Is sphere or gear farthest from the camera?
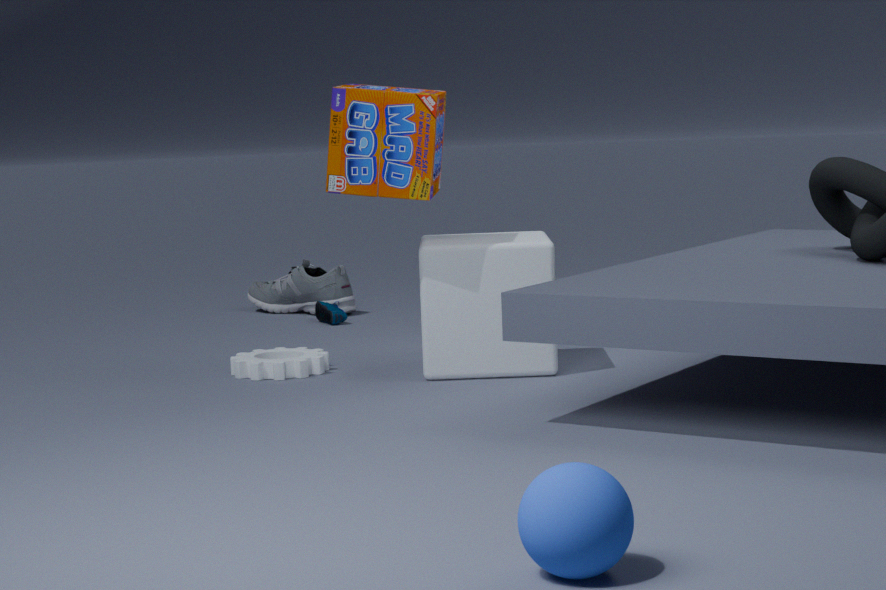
gear
